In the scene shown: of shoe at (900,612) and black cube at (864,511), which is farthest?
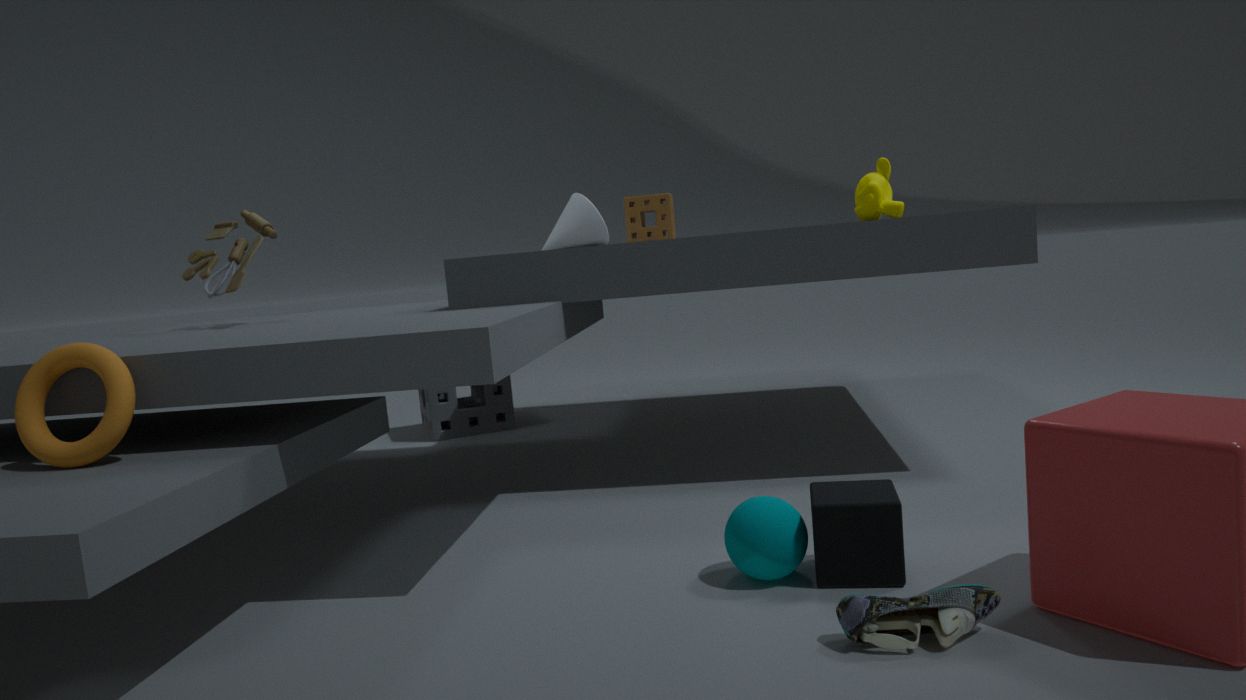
black cube at (864,511)
